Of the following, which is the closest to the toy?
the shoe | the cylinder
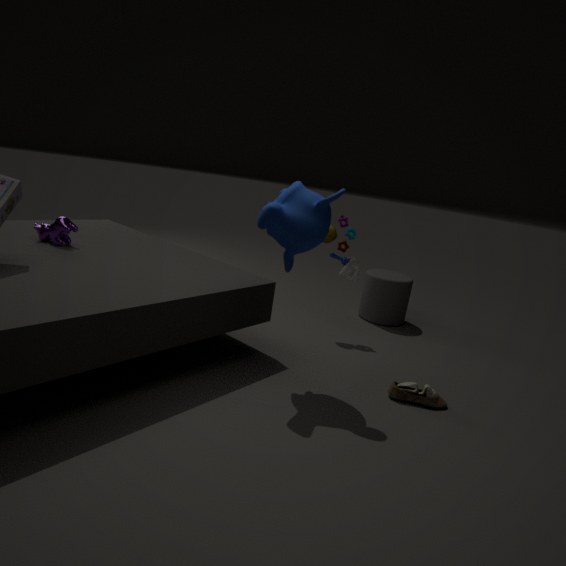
the cylinder
